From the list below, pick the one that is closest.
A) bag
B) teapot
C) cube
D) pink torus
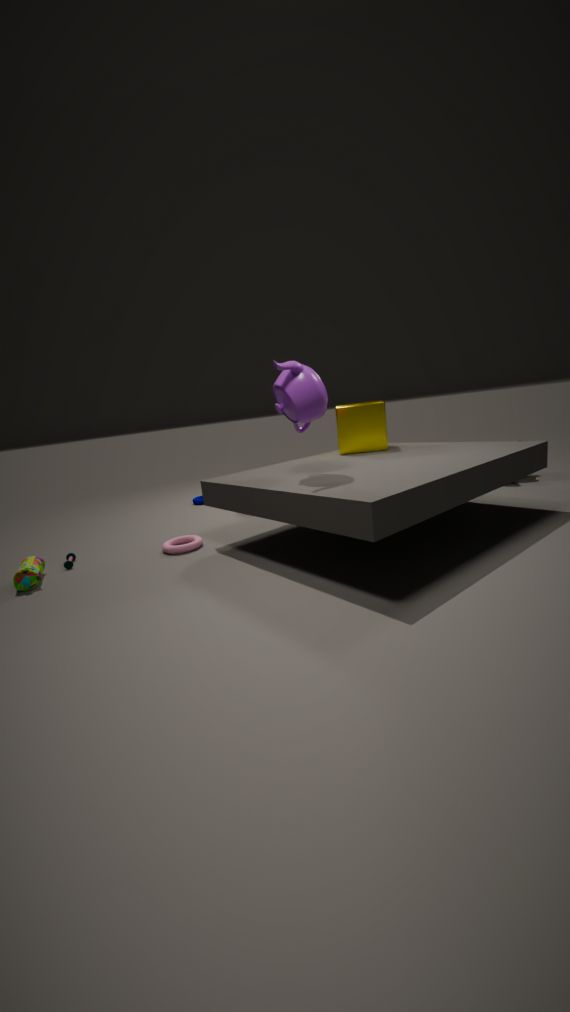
teapot
